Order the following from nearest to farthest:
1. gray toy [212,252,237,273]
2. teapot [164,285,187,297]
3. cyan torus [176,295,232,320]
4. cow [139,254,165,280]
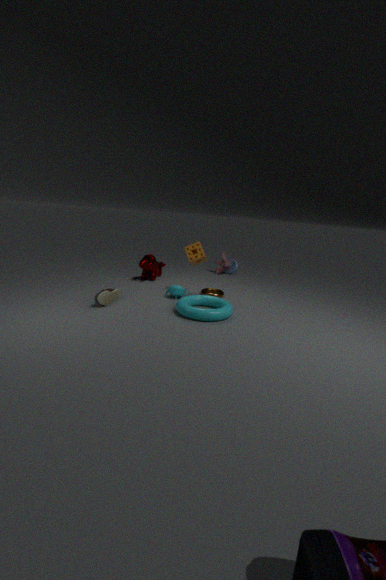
cyan torus [176,295,232,320], teapot [164,285,187,297], cow [139,254,165,280], gray toy [212,252,237,273]
